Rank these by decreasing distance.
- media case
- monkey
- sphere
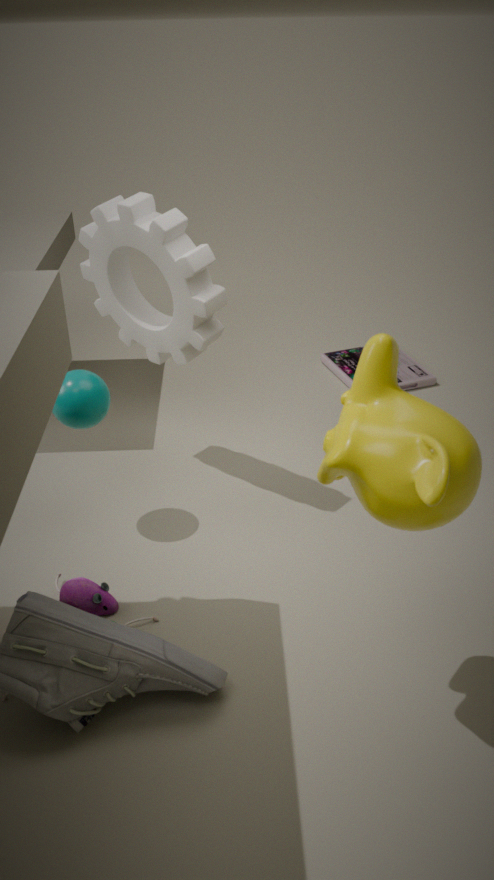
media case < sphere < monkey
